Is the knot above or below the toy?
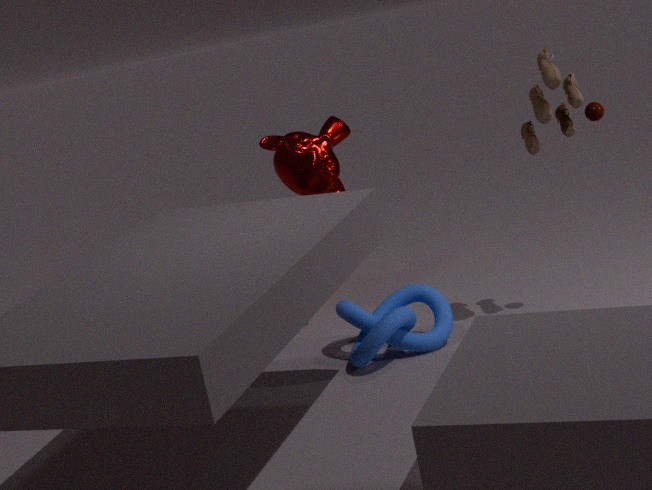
below
